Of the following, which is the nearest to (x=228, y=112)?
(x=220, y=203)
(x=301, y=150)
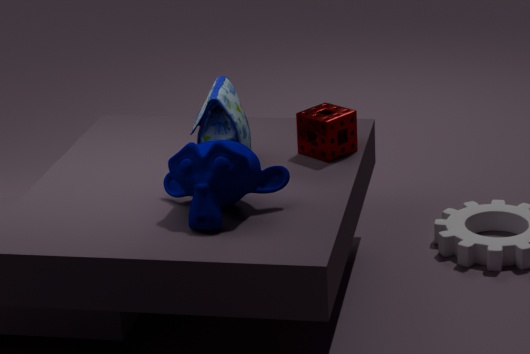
(x=220, y=203)
